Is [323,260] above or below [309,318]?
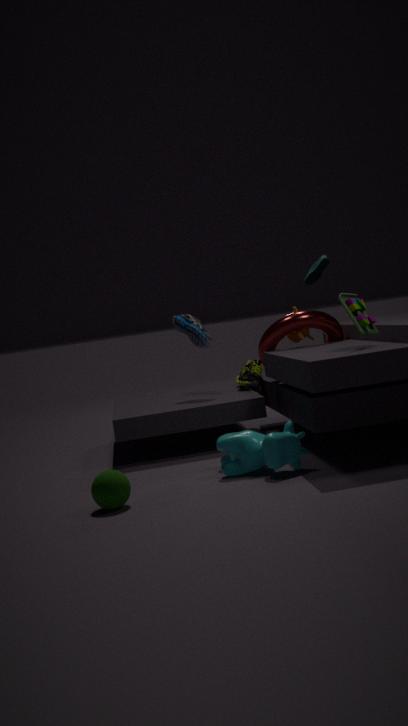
above
